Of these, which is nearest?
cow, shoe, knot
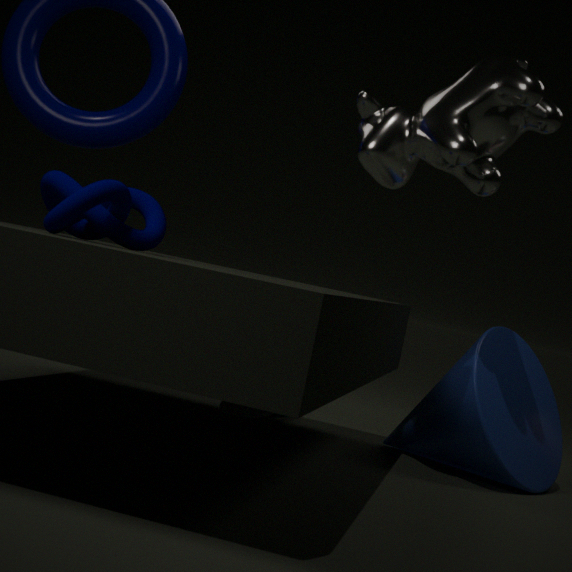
knot
